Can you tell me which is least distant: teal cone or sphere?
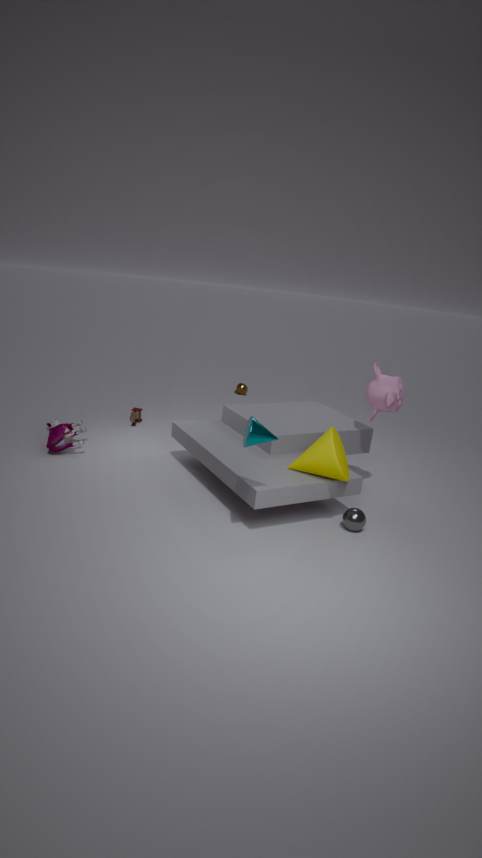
teal cone
